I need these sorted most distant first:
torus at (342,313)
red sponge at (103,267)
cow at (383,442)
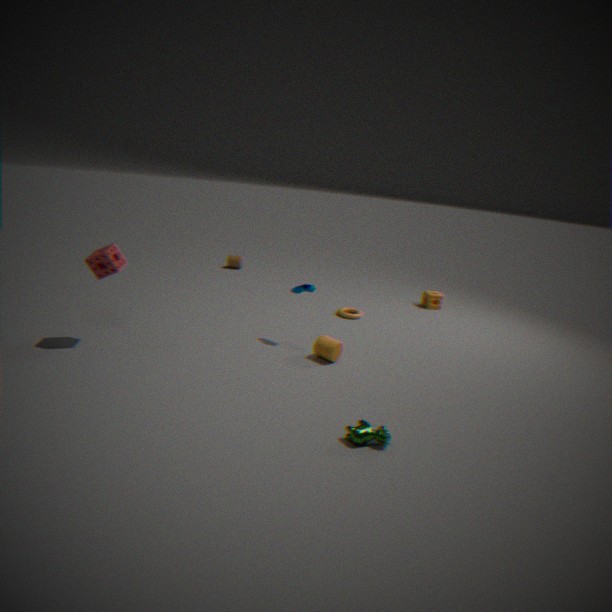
torus at (342,313) < red sponge at (103,267) < cow at (383,442)
